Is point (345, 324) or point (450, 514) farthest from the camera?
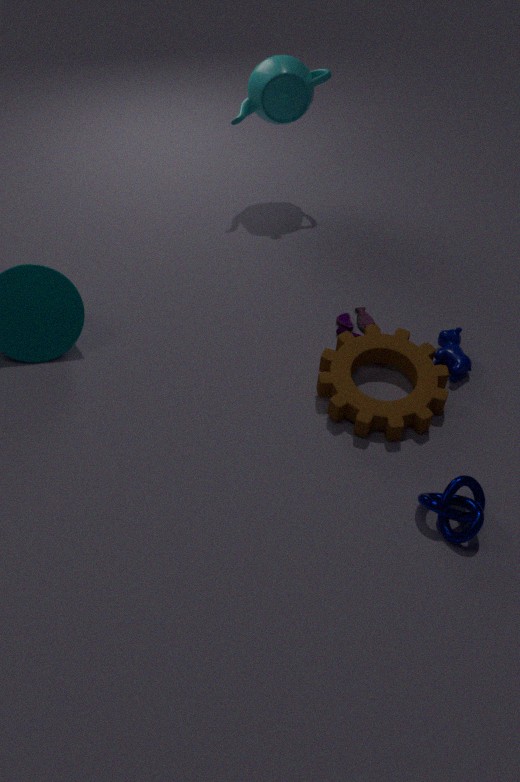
point (345, 324)
